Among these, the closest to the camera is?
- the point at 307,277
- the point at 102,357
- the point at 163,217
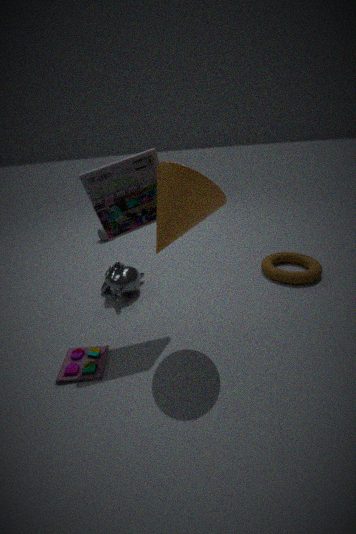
the point at 163,217
